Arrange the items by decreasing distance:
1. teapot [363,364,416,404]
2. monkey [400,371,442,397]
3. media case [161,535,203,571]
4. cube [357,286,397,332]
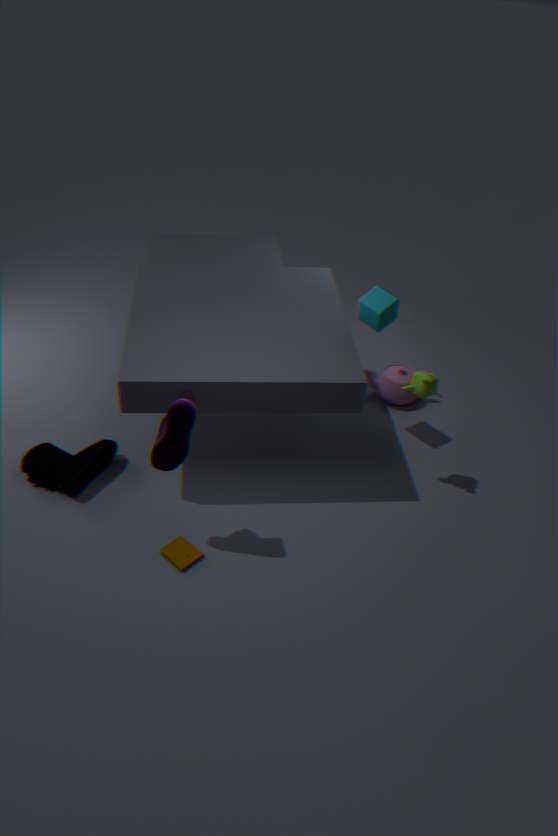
teapot [363,364,416,404]
cube [357,286,397,332]
monkey [400,371,442,397]
media case [161,535,203,571]
